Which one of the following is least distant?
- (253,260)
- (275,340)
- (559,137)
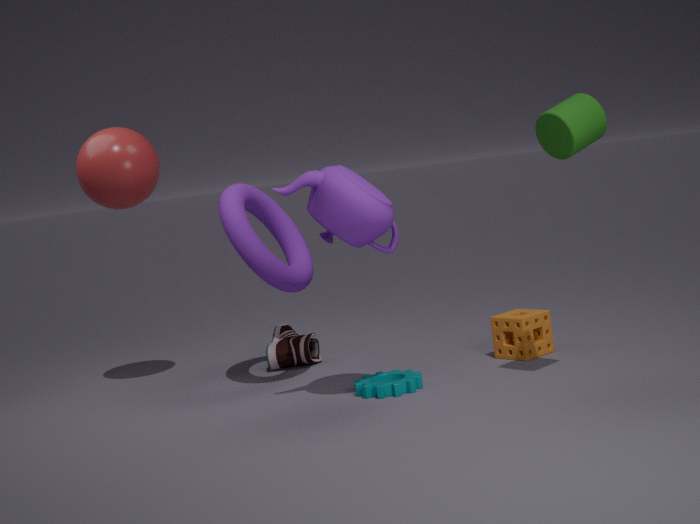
(559,137)
